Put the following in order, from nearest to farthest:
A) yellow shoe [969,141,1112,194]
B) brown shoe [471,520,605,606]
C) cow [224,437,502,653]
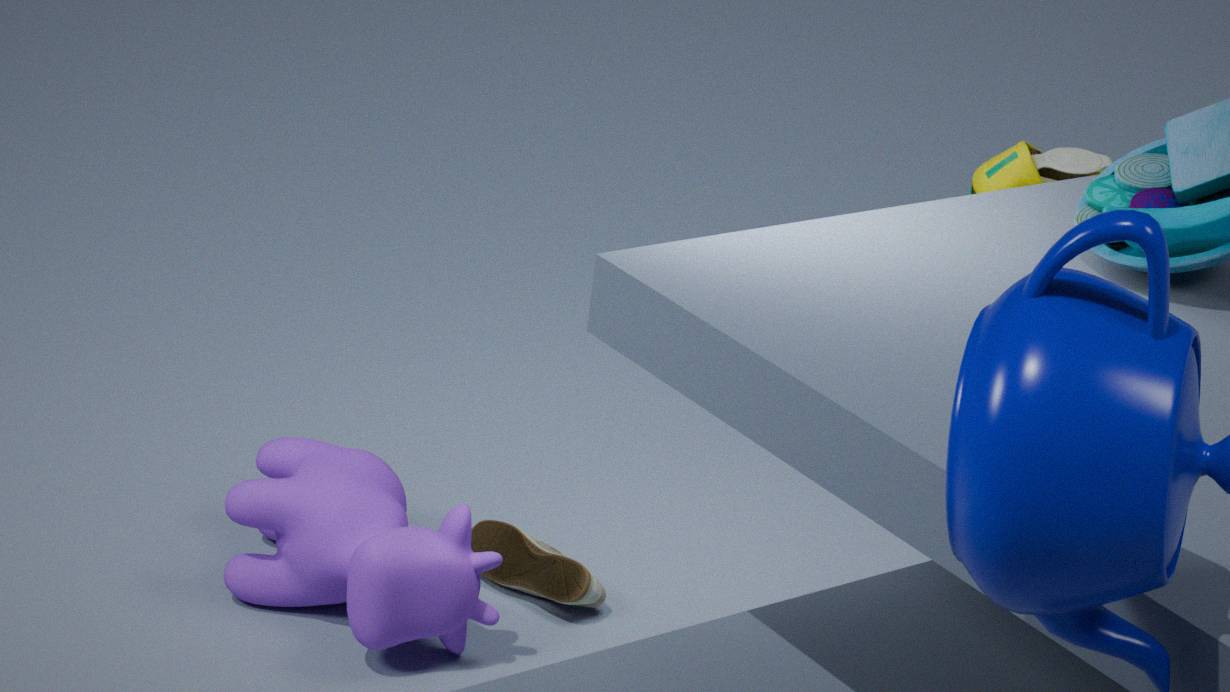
1. cow [224,437,502,653]
2. brown shoe [471,520,605,606]
3. yellow shoe [969,141,1112,194]
